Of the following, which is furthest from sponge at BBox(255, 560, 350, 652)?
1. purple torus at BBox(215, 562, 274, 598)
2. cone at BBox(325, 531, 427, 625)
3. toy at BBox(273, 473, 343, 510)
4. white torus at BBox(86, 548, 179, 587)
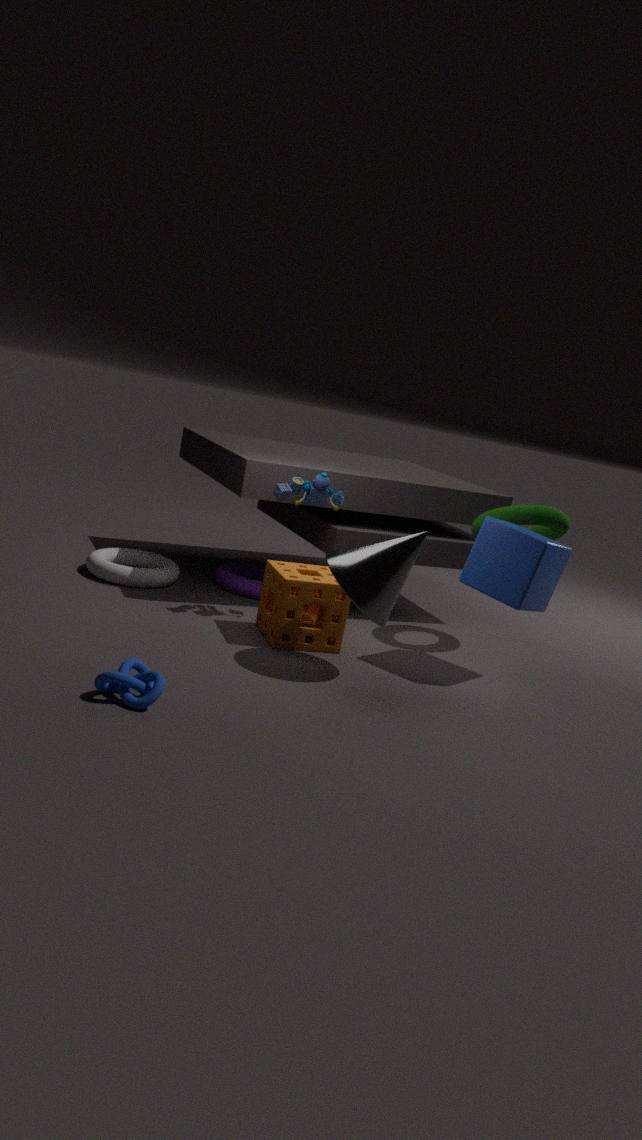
white torus at BBox(86, 548, 179, 587)
